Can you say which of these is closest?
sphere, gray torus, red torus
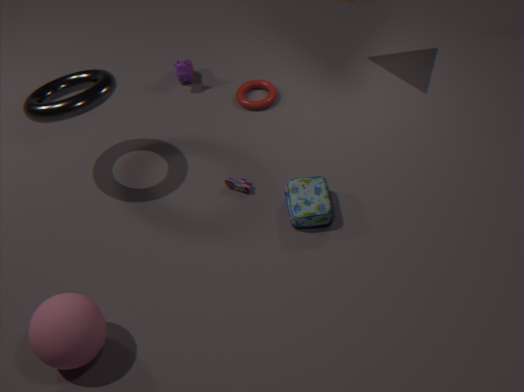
sphere
